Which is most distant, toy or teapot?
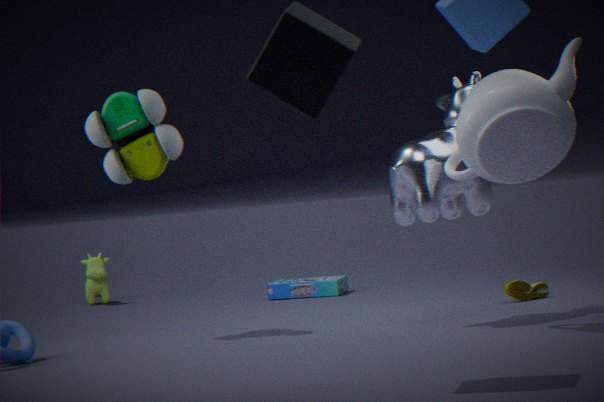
toy
